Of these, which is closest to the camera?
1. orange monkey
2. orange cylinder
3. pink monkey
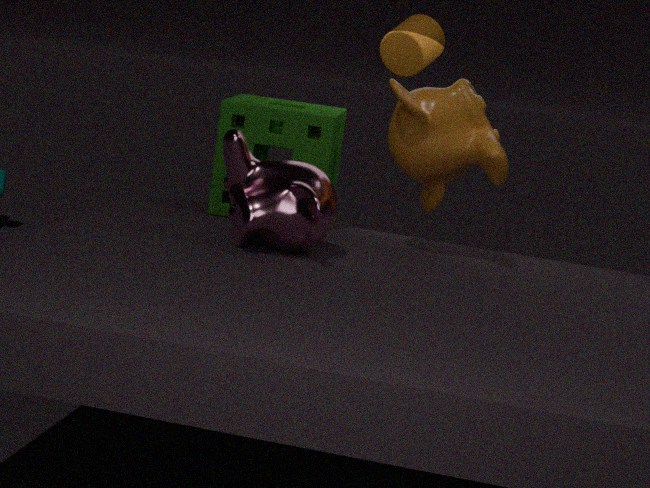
pink monkey
